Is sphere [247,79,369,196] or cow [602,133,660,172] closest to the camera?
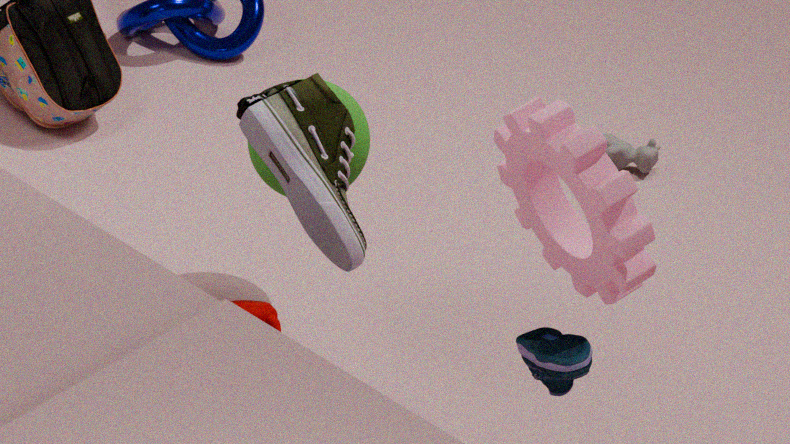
sphere [247,79,369,196]
